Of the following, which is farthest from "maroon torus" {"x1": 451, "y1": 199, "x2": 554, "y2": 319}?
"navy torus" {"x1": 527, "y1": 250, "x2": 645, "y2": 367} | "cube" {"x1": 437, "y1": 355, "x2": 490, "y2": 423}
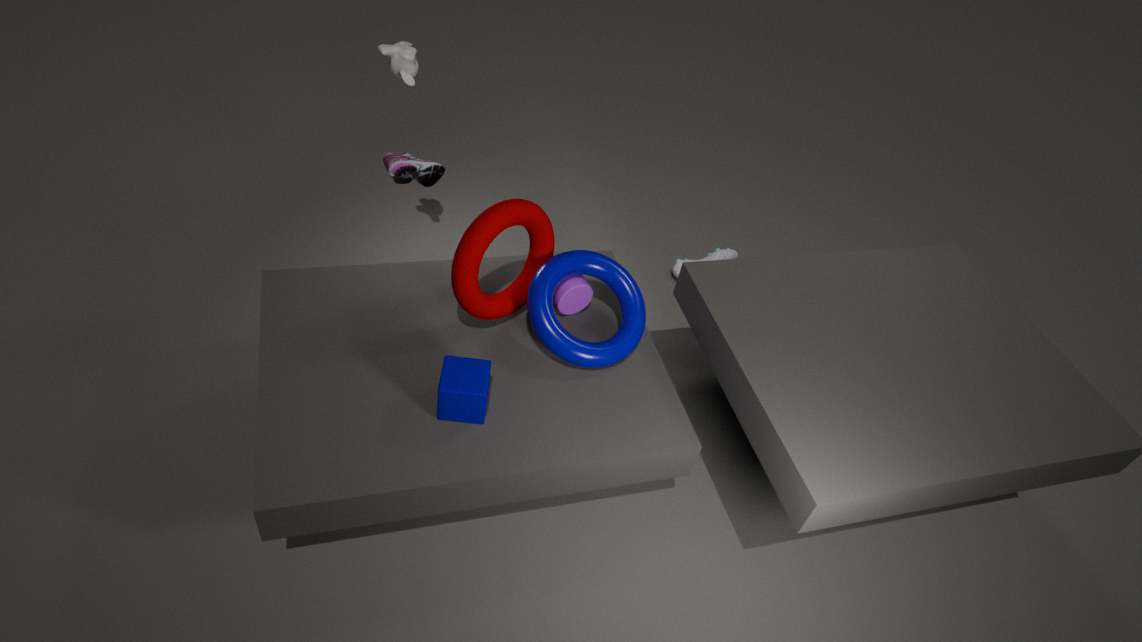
"cube" {"x1": 437, "y1": 355, "x2": 490, "y2": 423}
